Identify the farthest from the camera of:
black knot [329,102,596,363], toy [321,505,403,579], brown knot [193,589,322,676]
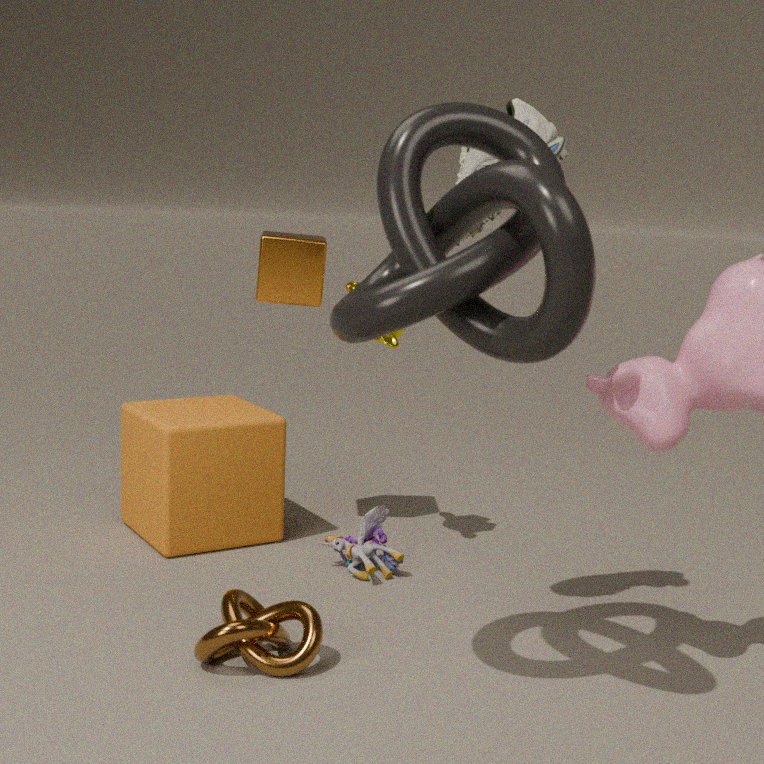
toy [321,505,403,579]
